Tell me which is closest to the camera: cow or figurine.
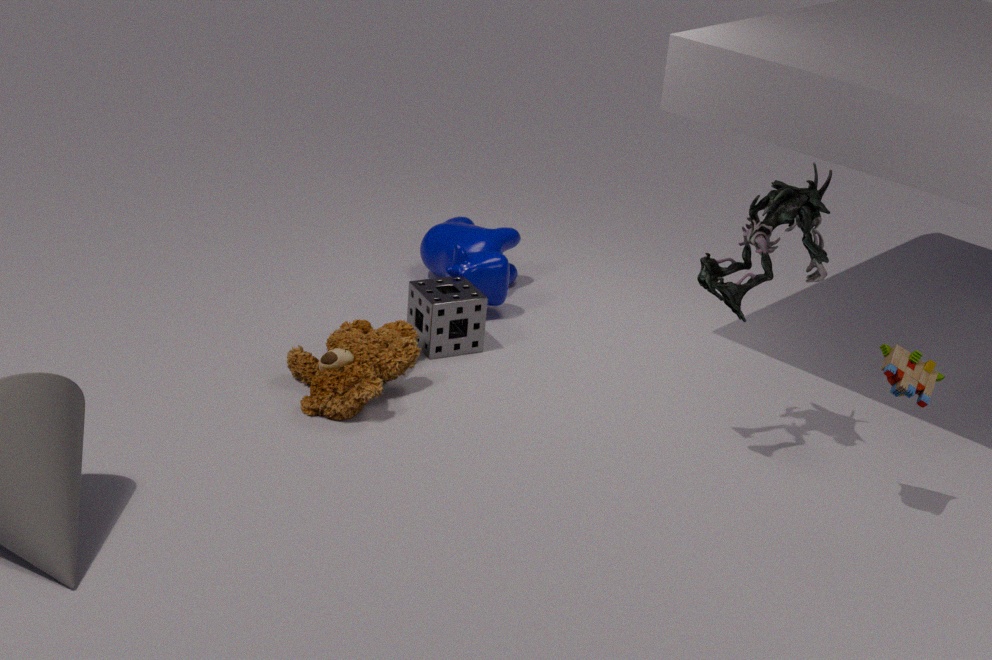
figurine
